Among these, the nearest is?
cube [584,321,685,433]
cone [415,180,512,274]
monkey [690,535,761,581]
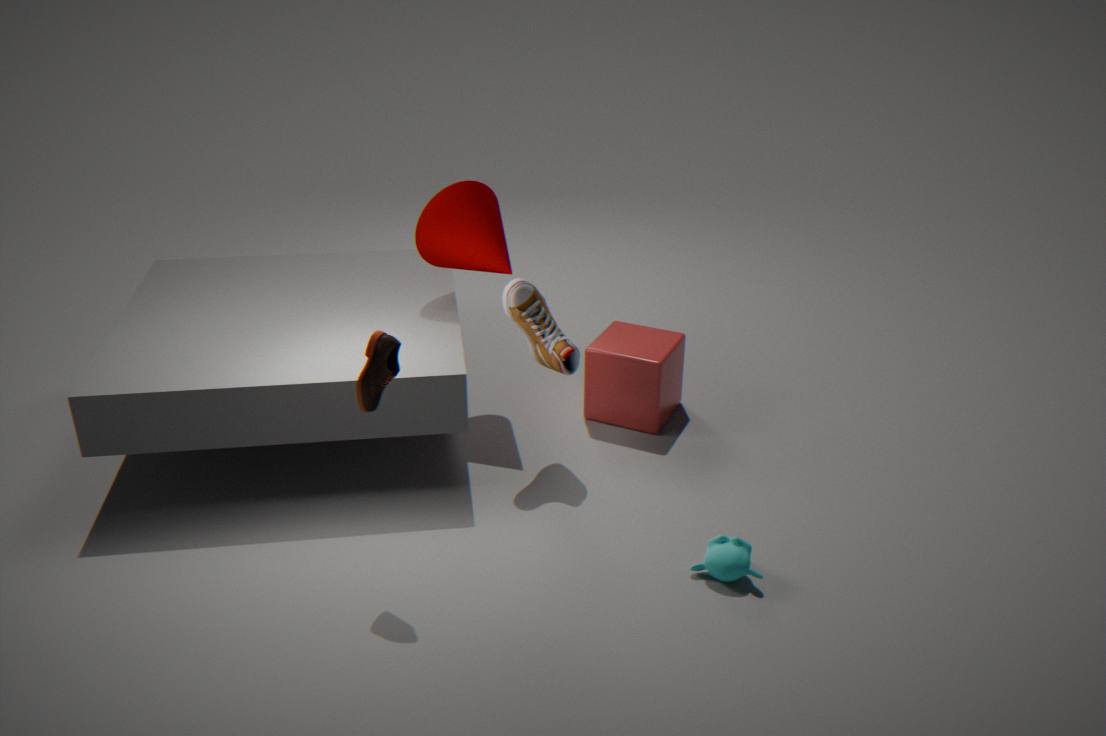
monkey [690,535,761,581]
